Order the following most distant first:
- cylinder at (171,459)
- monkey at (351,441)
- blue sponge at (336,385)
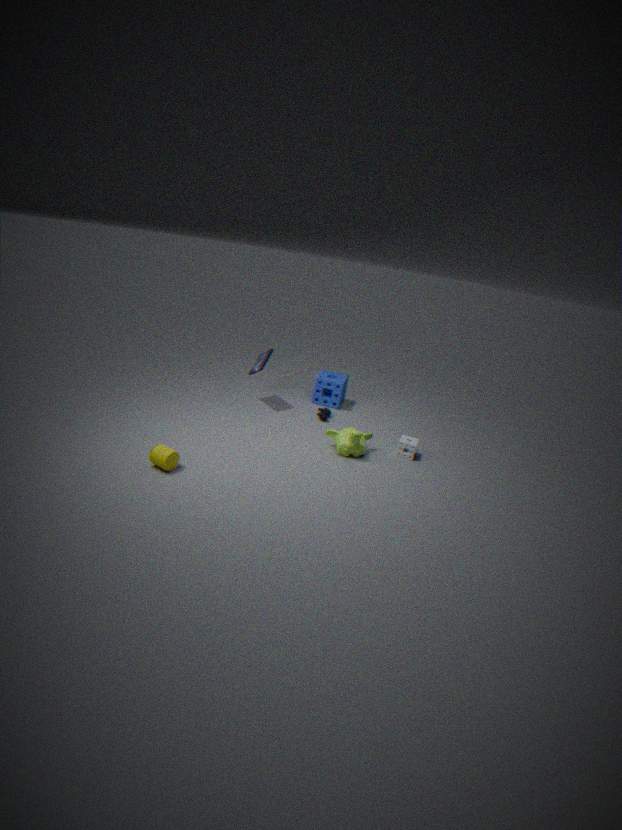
blue sponge at (336,385) → monkey at (351,441) → cylinder at (171,459)
